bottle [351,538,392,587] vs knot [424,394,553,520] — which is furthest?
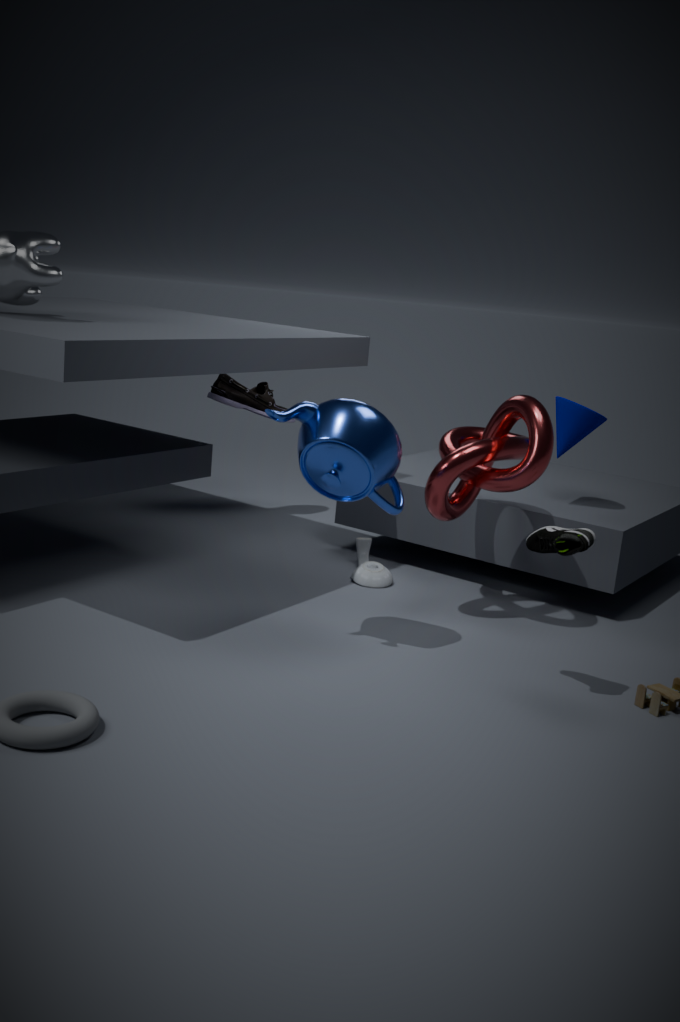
bottle [351,538,392,587]
